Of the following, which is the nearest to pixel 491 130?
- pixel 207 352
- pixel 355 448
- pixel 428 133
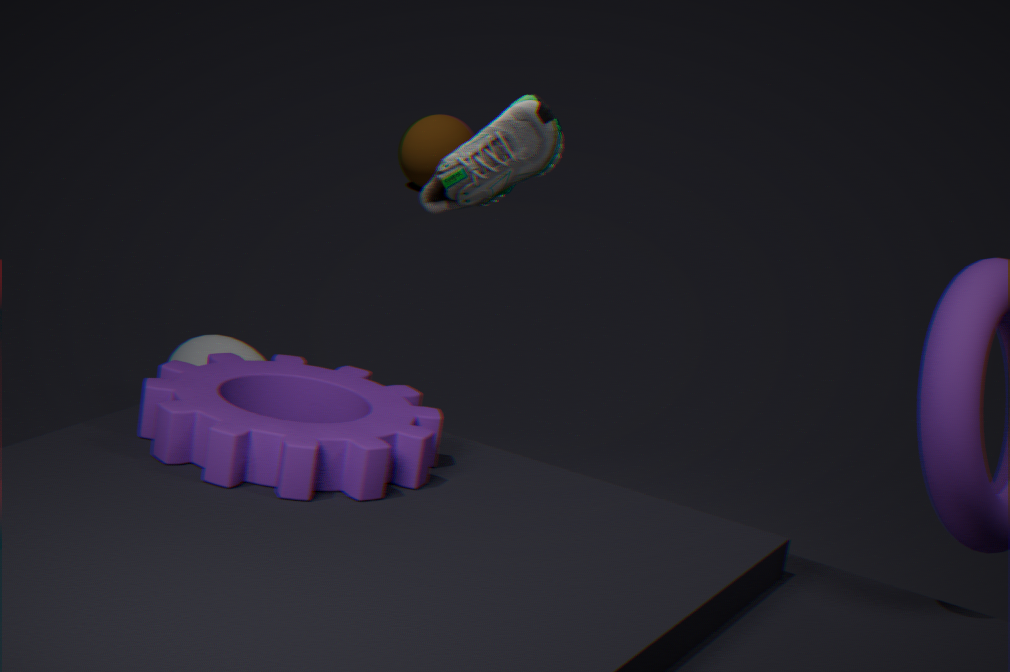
pixel 207 352
